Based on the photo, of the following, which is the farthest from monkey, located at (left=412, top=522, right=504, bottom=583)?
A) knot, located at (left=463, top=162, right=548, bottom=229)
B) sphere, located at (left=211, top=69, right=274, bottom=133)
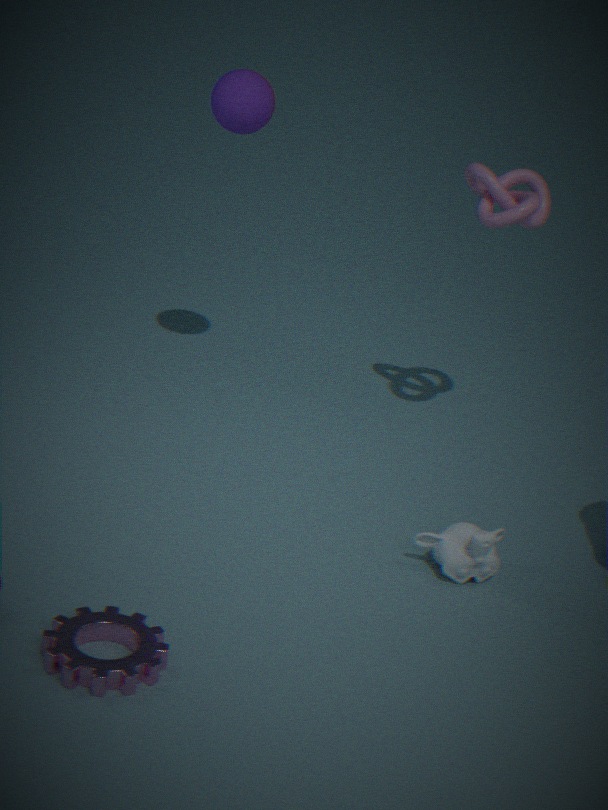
sphere, located at (left=211, top=69, right=274, bottom=133)
